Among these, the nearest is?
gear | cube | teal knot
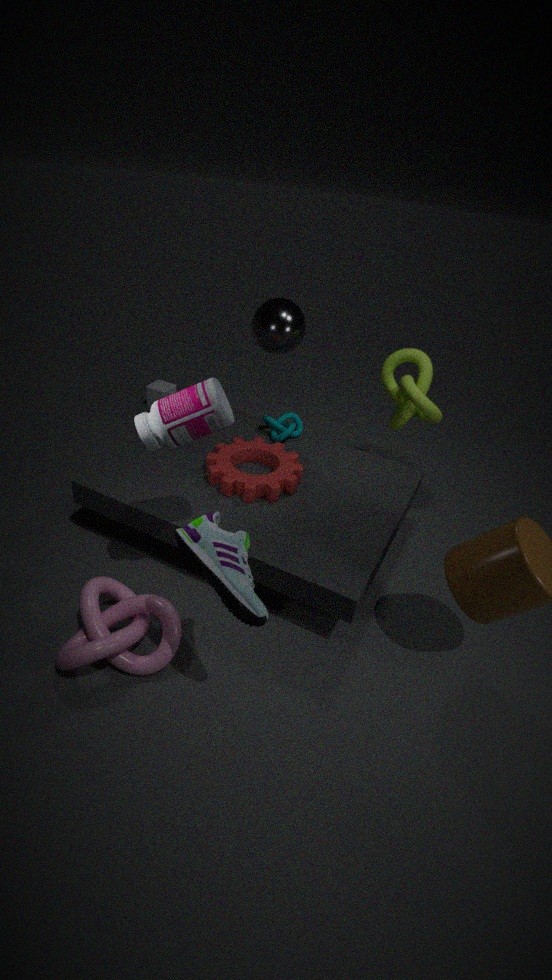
gear
